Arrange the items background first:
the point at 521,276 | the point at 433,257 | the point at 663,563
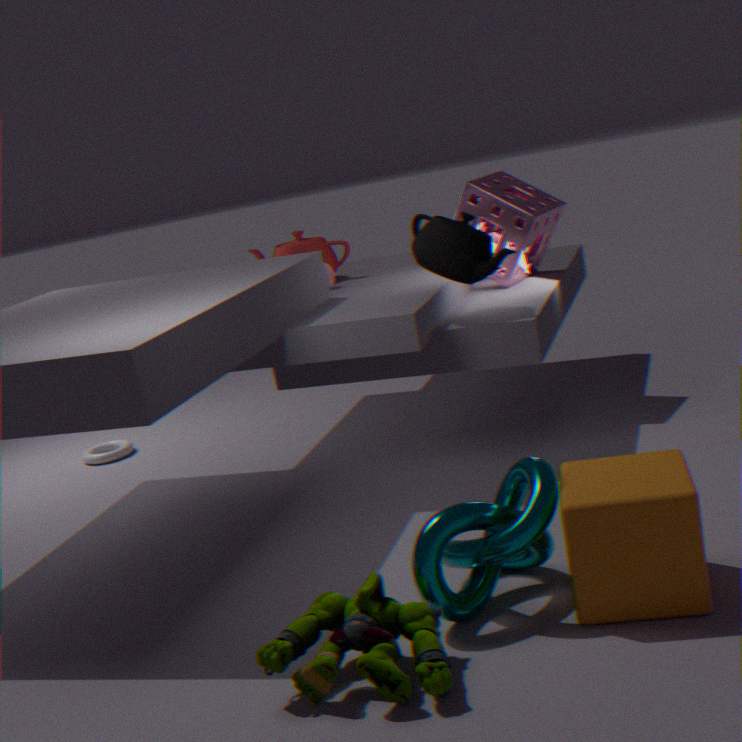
the point at 521,276 → the point at 433,257 → the point at 663,563
